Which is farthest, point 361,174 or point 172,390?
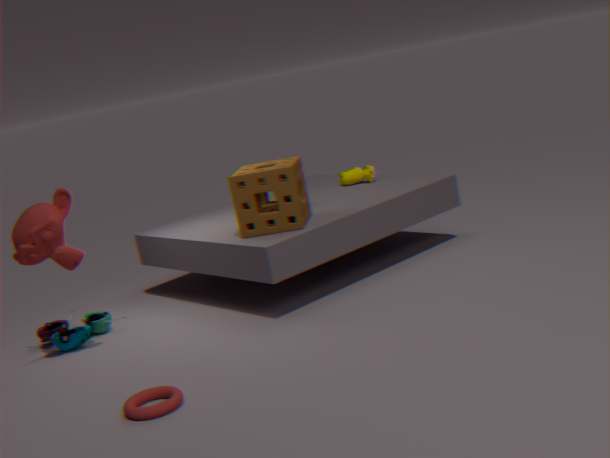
point 361,174
